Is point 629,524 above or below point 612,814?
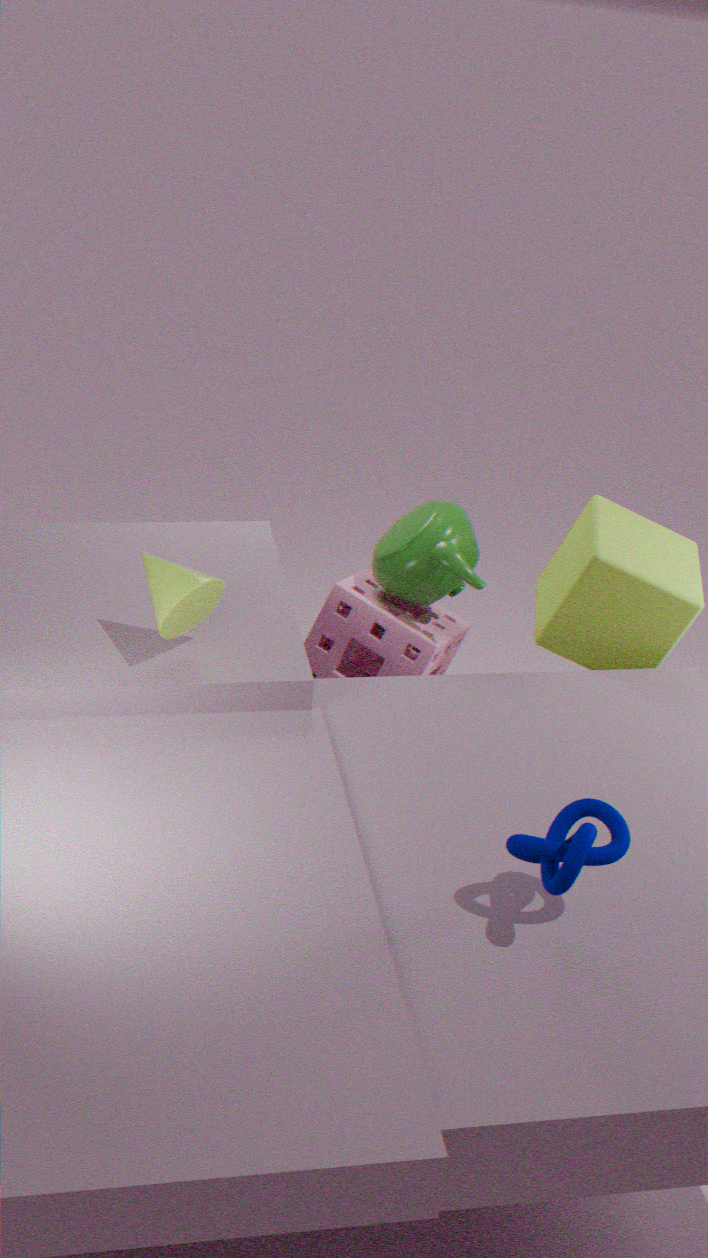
below
